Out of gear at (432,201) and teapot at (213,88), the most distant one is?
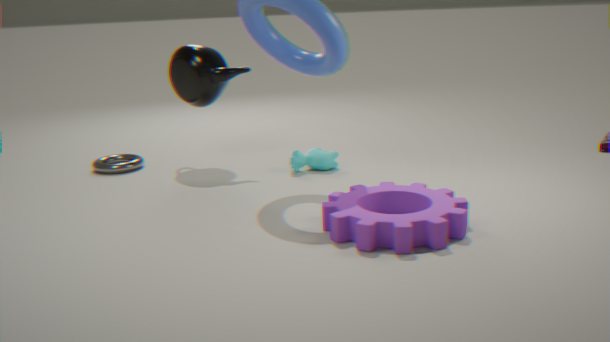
teapot at (213,88)
